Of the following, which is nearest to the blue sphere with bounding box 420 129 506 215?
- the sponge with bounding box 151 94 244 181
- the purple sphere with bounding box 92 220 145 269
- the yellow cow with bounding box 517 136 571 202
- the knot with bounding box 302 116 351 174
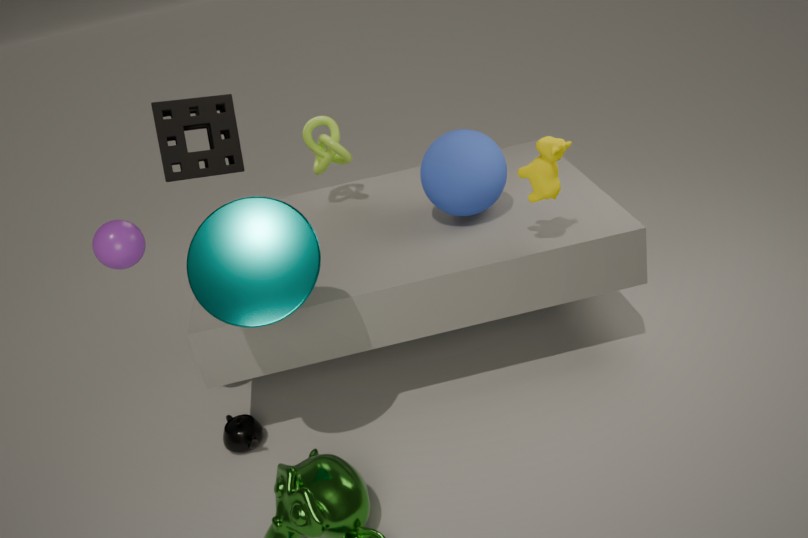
the yellow cow with bounding box 517 136 571 202
